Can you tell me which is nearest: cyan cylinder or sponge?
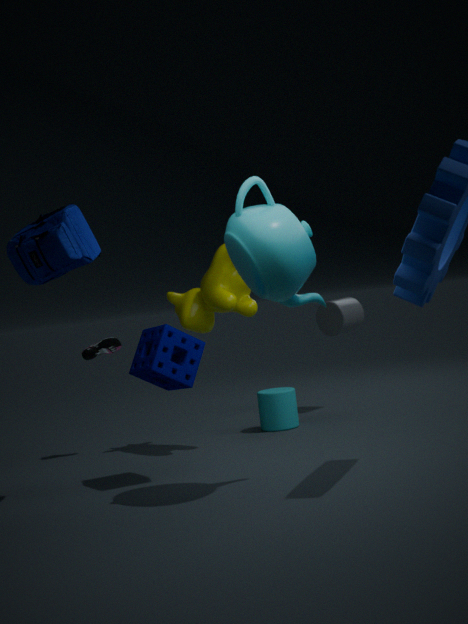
sponge
